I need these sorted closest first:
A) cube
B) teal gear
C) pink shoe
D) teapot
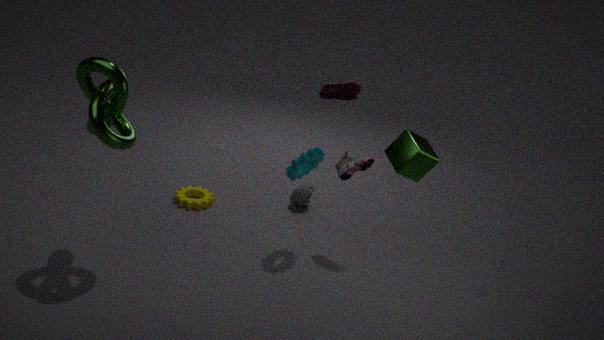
cube < teal gear < teapot < pink shoe
